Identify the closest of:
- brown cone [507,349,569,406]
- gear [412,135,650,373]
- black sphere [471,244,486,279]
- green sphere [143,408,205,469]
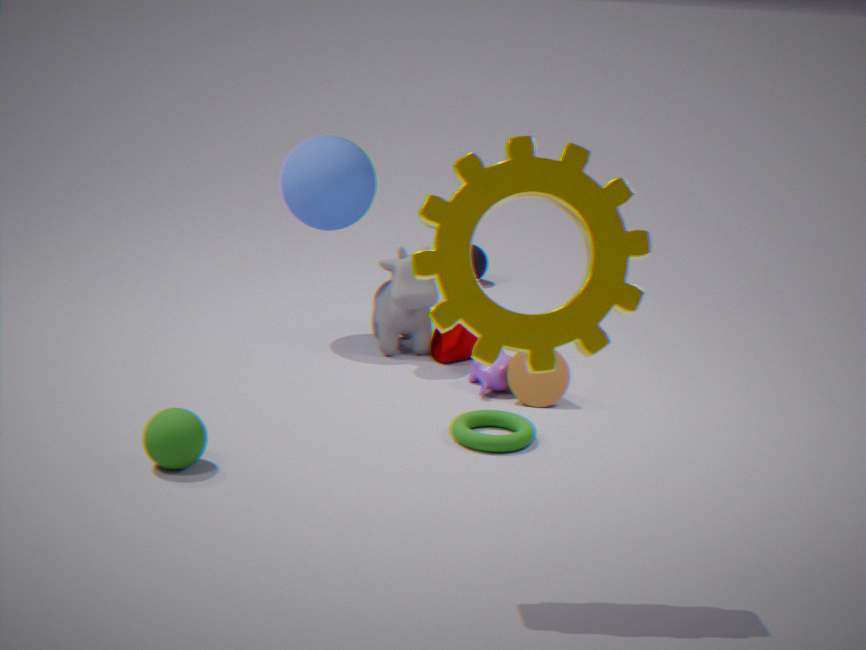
gear [412,135,650,373]
